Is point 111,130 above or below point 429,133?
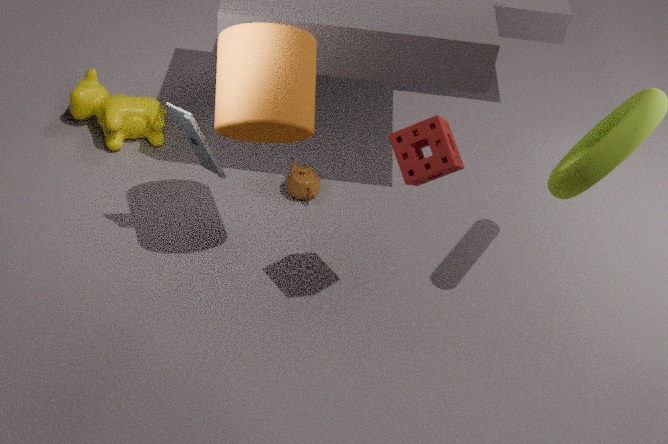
below
